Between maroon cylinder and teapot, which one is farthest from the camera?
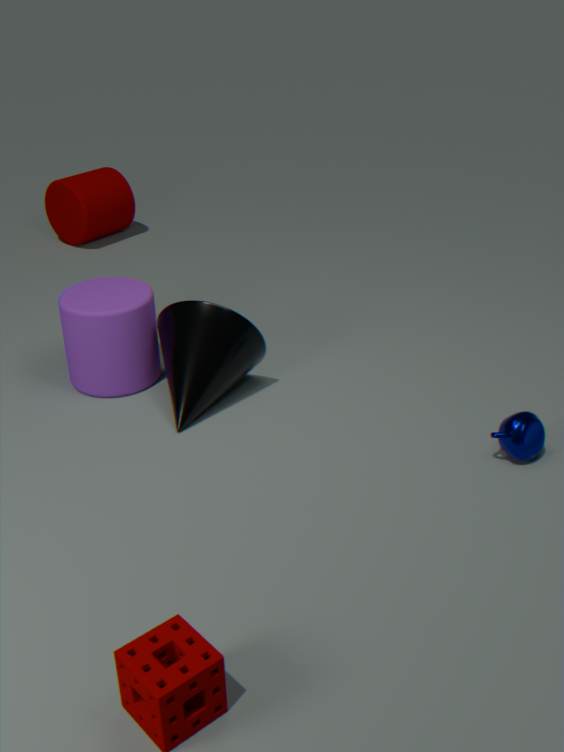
maroon cylinder
